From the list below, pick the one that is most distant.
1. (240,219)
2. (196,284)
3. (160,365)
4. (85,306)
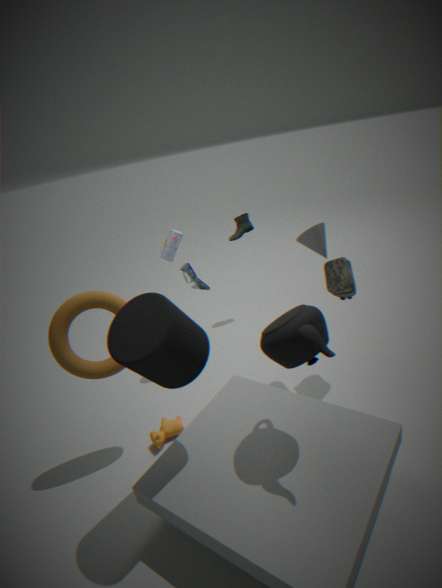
(240,219)
